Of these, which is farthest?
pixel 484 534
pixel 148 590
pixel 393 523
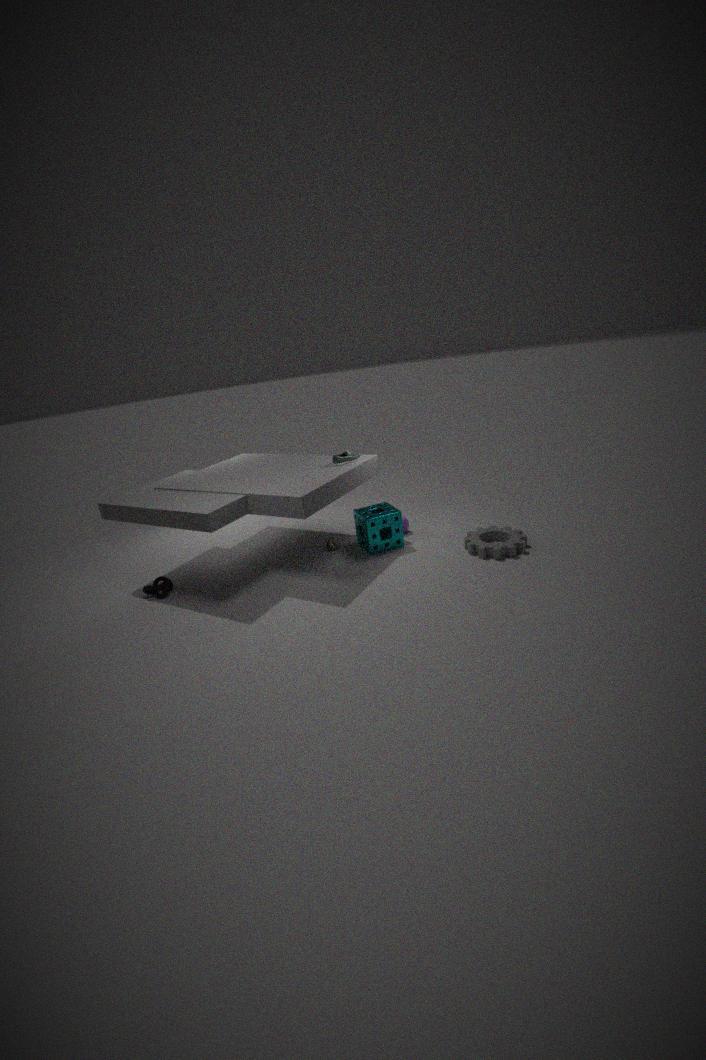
pixel 393 523
